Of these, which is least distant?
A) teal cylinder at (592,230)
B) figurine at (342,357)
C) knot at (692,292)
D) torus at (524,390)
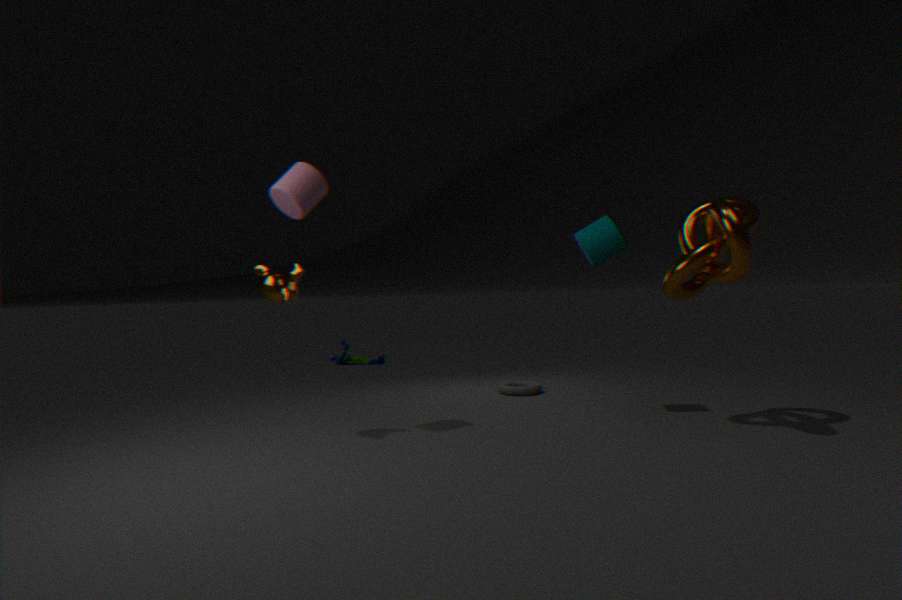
knot at (692,292)
